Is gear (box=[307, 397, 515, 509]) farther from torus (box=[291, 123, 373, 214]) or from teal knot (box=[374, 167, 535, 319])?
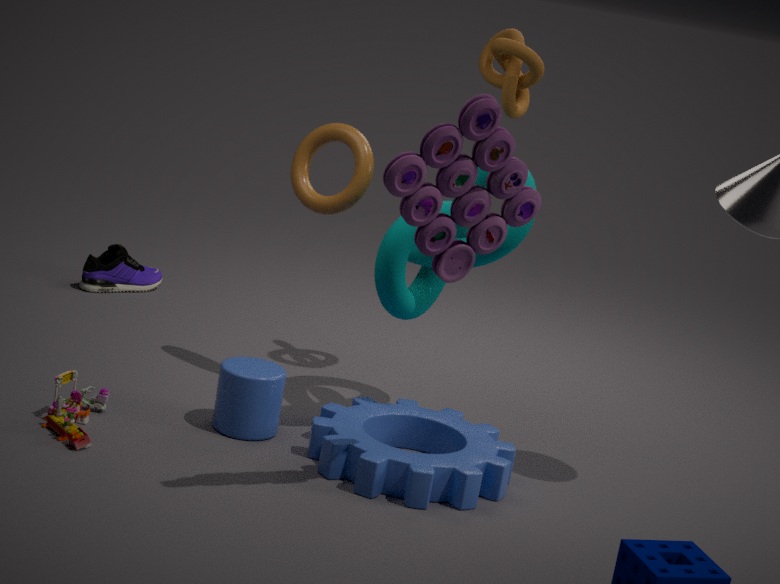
torus (box=[291, 123, 373, 214])
